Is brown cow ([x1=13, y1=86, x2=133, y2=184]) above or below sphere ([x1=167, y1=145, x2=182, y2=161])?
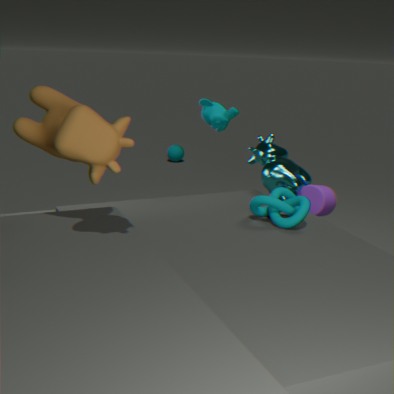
above
